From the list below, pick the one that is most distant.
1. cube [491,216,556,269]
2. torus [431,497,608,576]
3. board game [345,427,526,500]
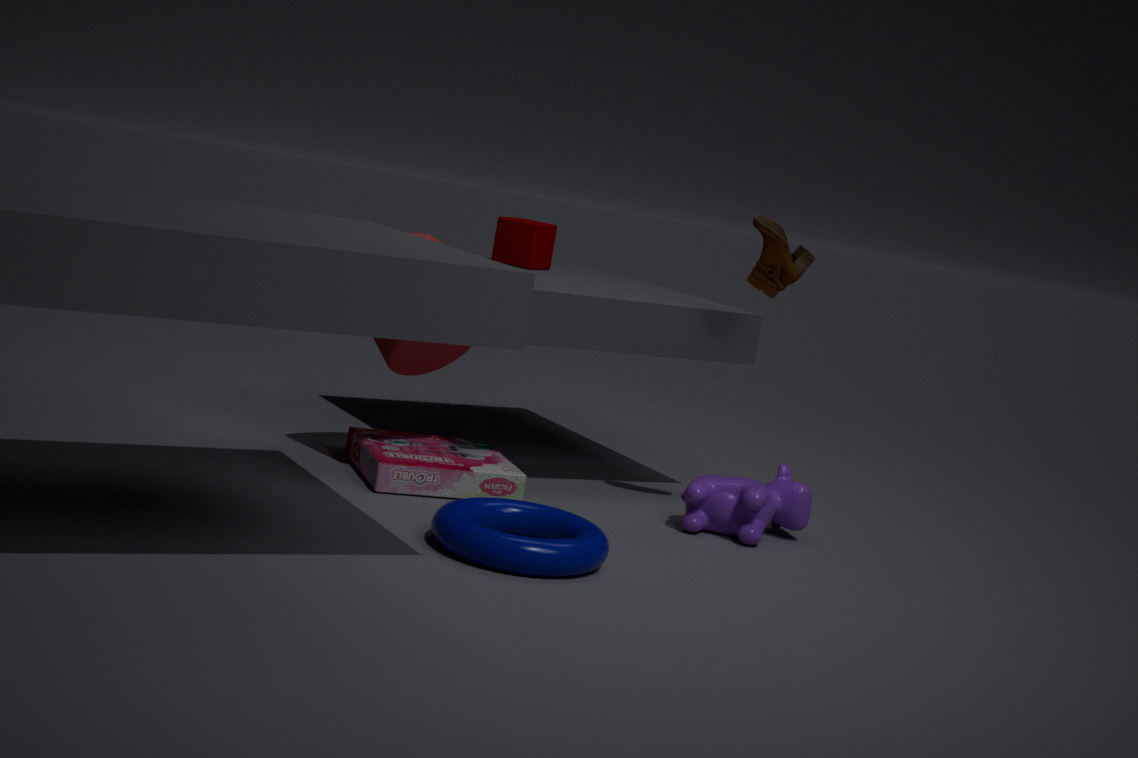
cube [491,216,556,269]
